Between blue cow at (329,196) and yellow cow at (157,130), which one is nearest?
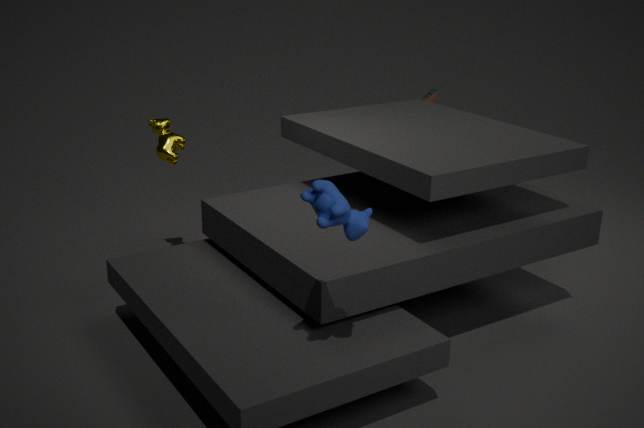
blue cow at (329,196)
